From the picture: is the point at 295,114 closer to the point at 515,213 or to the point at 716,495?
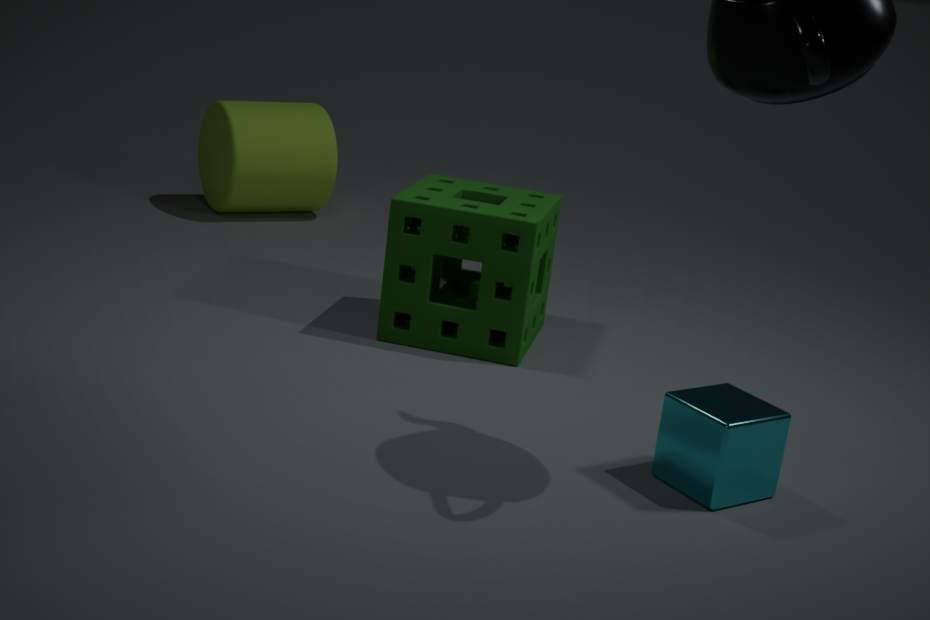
the point at 515,213
